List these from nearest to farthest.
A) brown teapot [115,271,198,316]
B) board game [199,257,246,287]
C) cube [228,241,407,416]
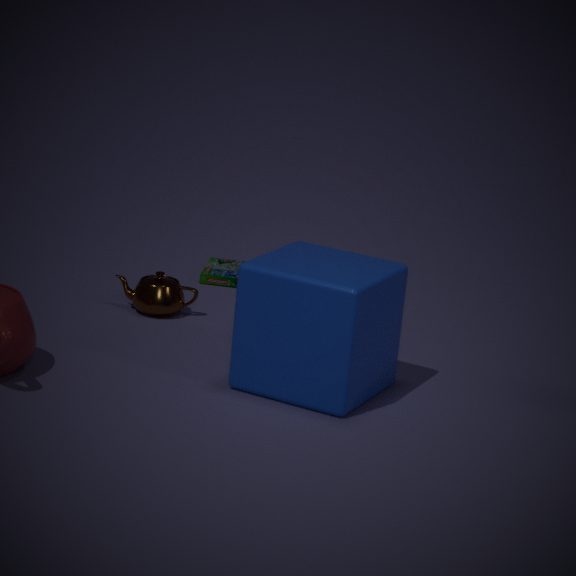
cube [228,241,407,416], brown teapot [115,271,198,316], board game [199,257,246,287]
